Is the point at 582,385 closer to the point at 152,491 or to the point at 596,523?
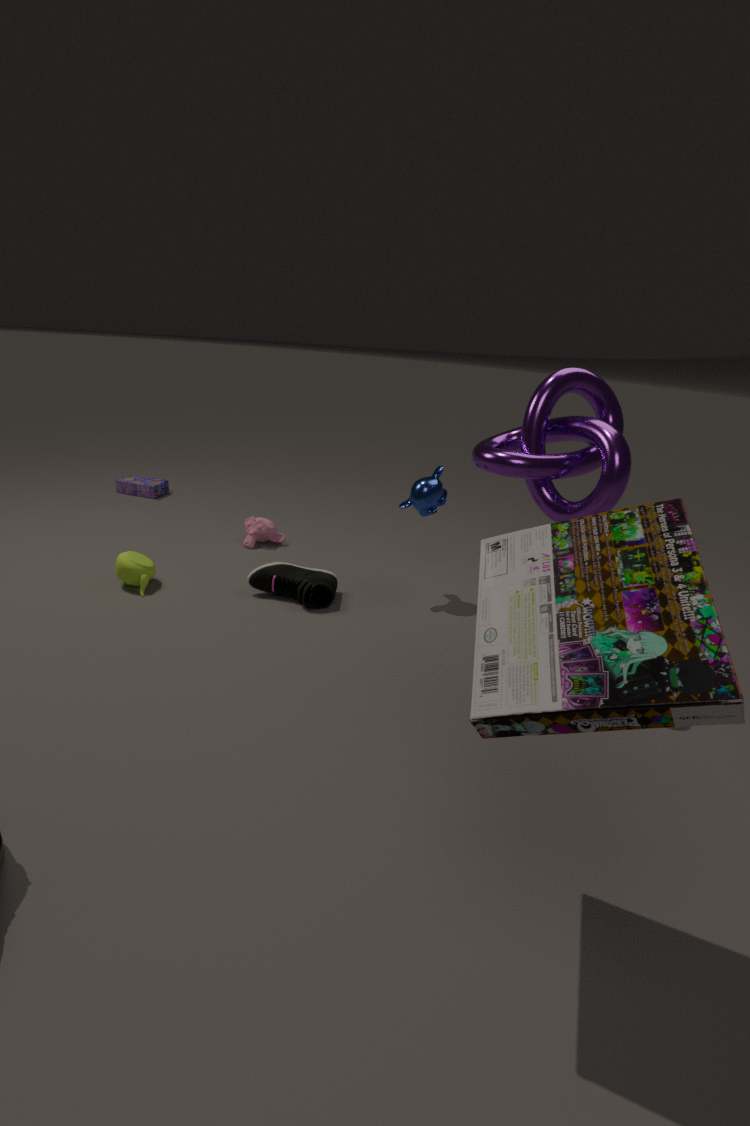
the point at 596,523
